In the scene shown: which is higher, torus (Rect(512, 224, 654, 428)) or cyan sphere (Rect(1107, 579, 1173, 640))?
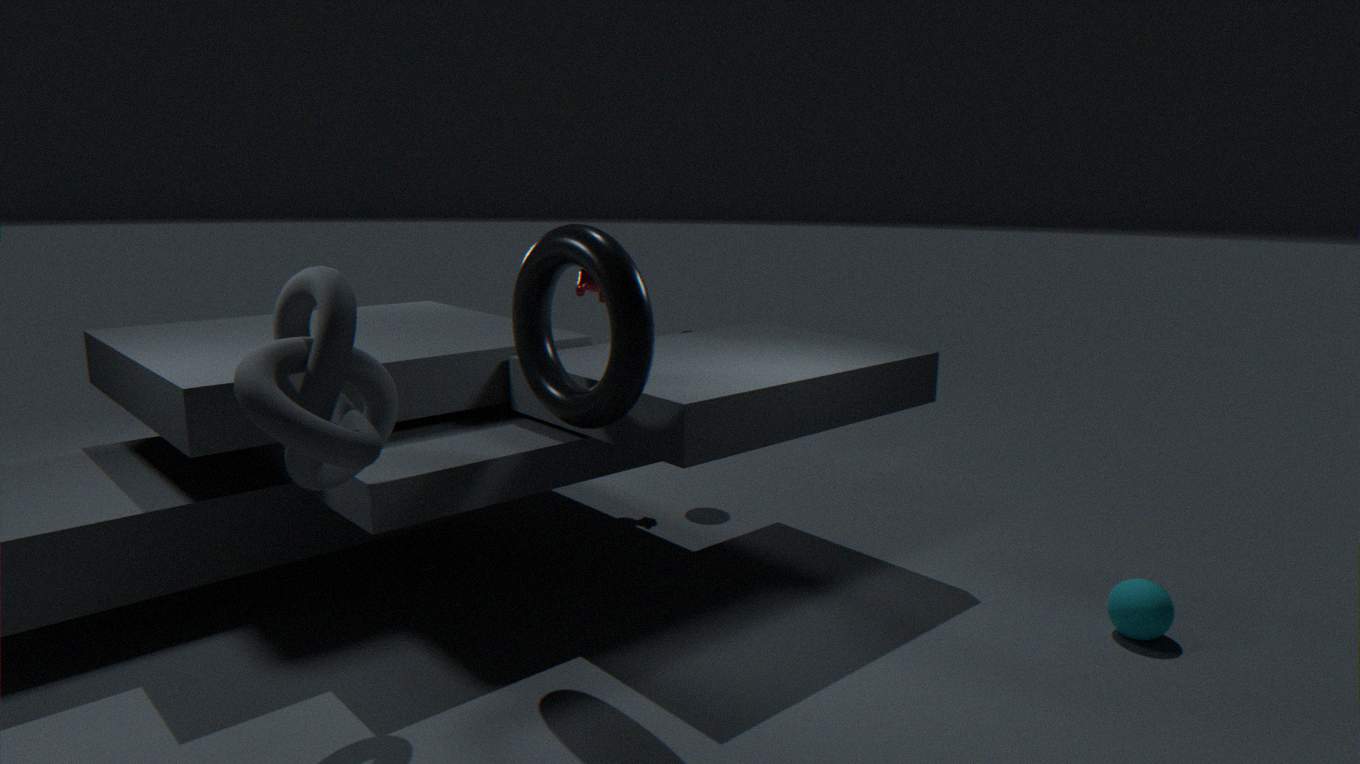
torus (Rect(512, 224, 654, 428))
